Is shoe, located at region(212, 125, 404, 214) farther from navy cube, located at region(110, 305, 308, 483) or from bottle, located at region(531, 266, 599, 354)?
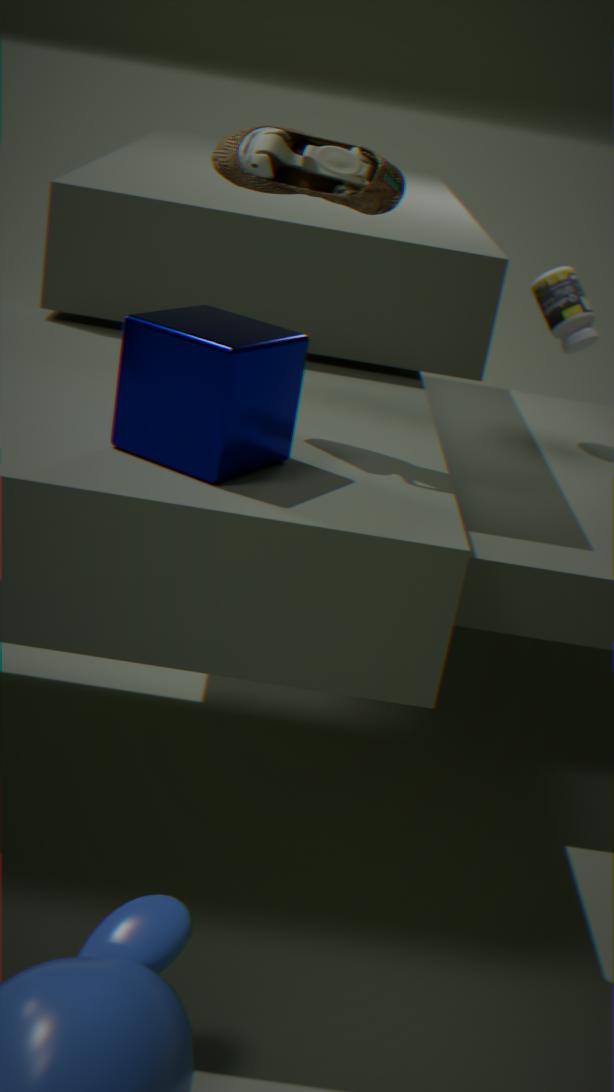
bottle, located at region(531, 266, 599, 354)
